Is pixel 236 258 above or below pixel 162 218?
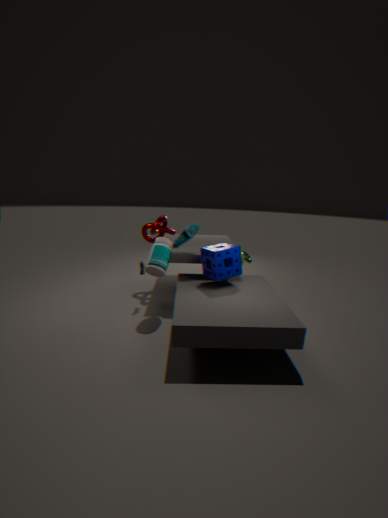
below
